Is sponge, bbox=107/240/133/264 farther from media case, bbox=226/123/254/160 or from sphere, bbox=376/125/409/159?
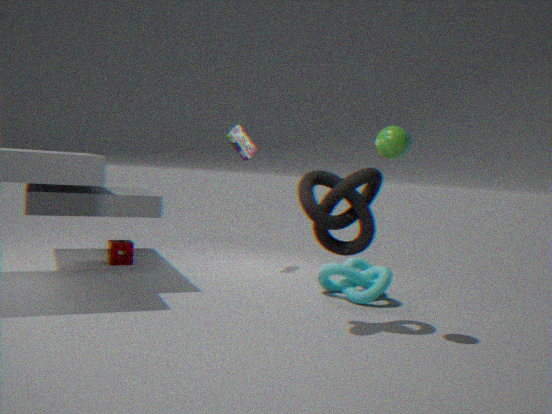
sphere, bbox=376/125/409/159
